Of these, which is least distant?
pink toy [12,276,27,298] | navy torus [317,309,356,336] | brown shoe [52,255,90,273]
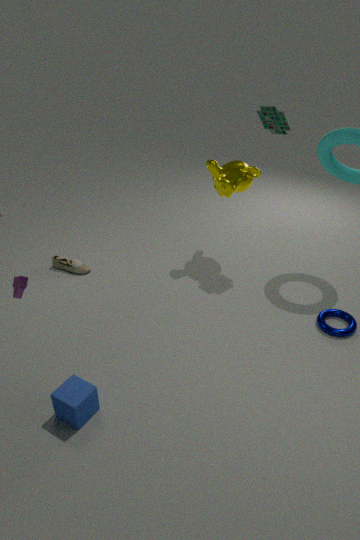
pink toy [12,276,27,298]
